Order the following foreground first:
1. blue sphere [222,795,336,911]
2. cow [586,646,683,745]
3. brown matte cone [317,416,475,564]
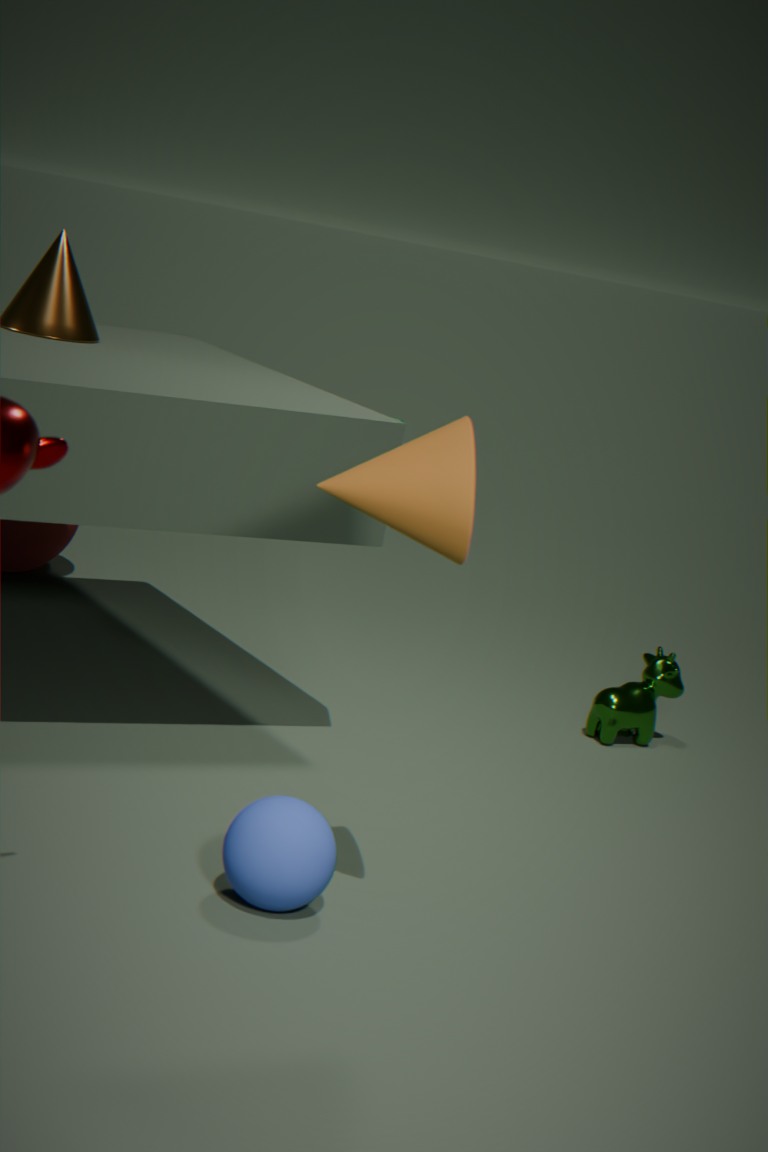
brown matte cone [317,416,475,564] < blue sphere [222,795,336,911] < cow [586,646,683,745]
